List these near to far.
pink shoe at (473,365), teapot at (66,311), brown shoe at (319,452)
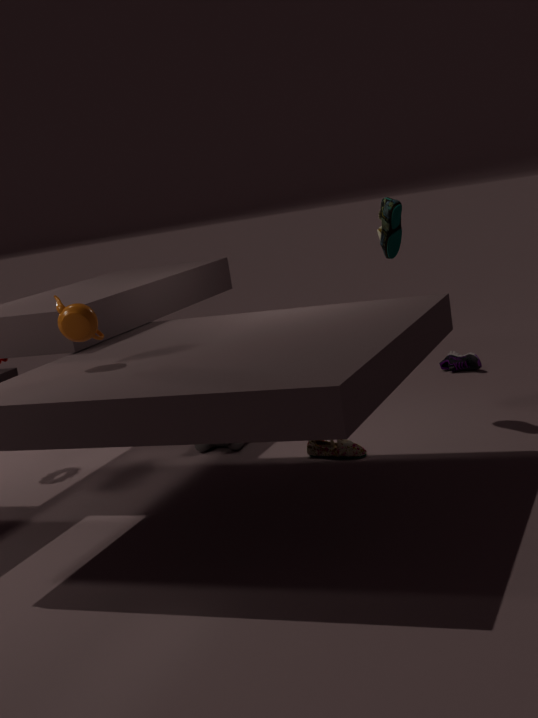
teapot at (66,311) < brown shoe at (319,452) < pink shoe at (473,365)
